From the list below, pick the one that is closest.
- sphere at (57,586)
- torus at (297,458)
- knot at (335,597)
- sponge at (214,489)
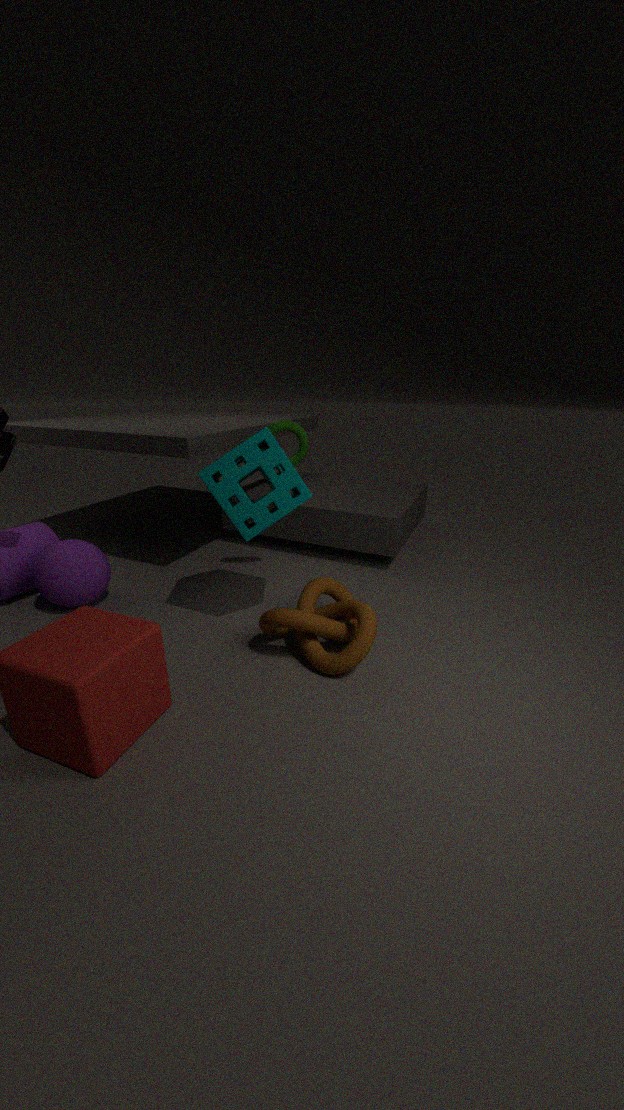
knot at (335,597)
